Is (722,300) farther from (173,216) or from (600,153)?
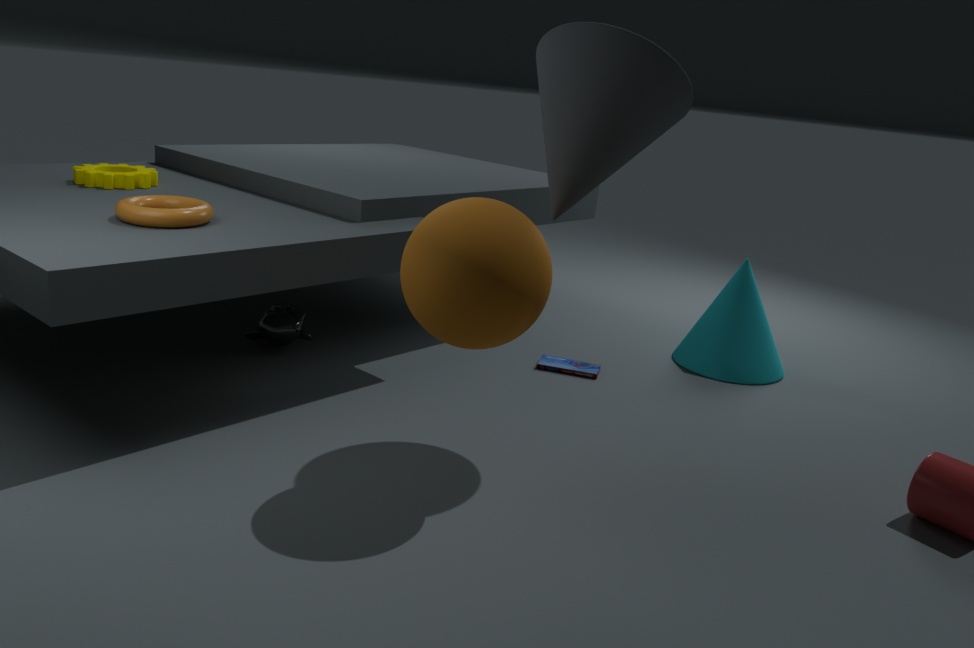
(173,216)
